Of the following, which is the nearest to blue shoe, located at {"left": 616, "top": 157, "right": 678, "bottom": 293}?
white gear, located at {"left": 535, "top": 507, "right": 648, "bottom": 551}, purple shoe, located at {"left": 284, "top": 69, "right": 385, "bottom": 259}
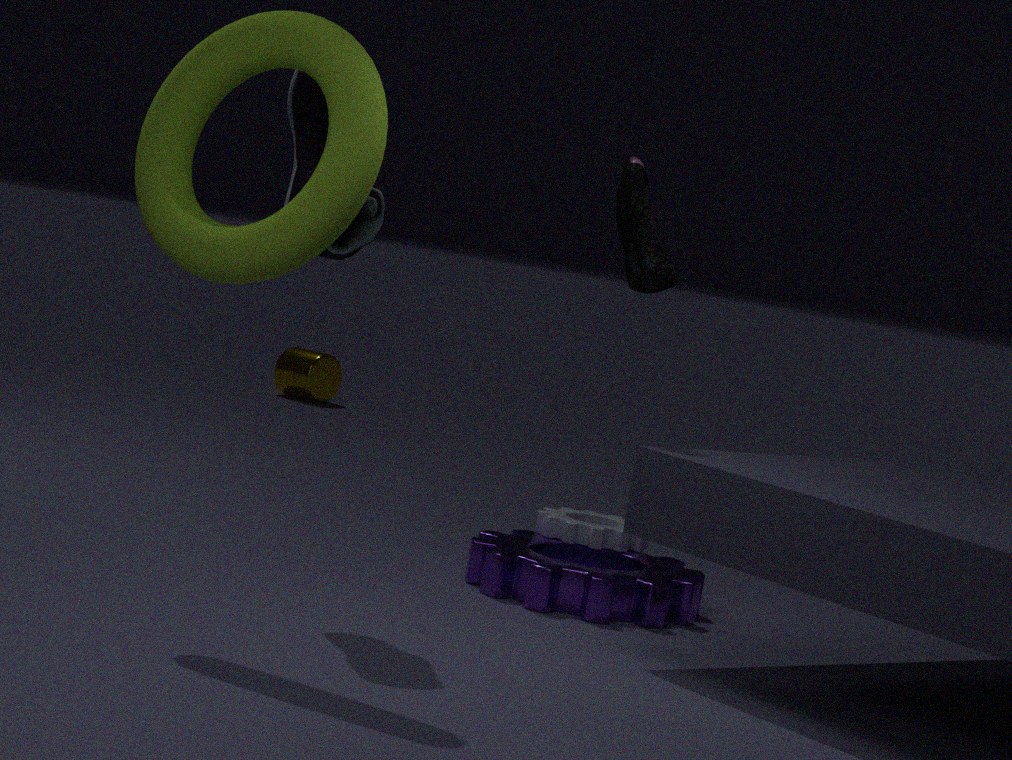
purple shoe, located at {"left": 284, "top": 69, "right": 385, "bottom": 259}
